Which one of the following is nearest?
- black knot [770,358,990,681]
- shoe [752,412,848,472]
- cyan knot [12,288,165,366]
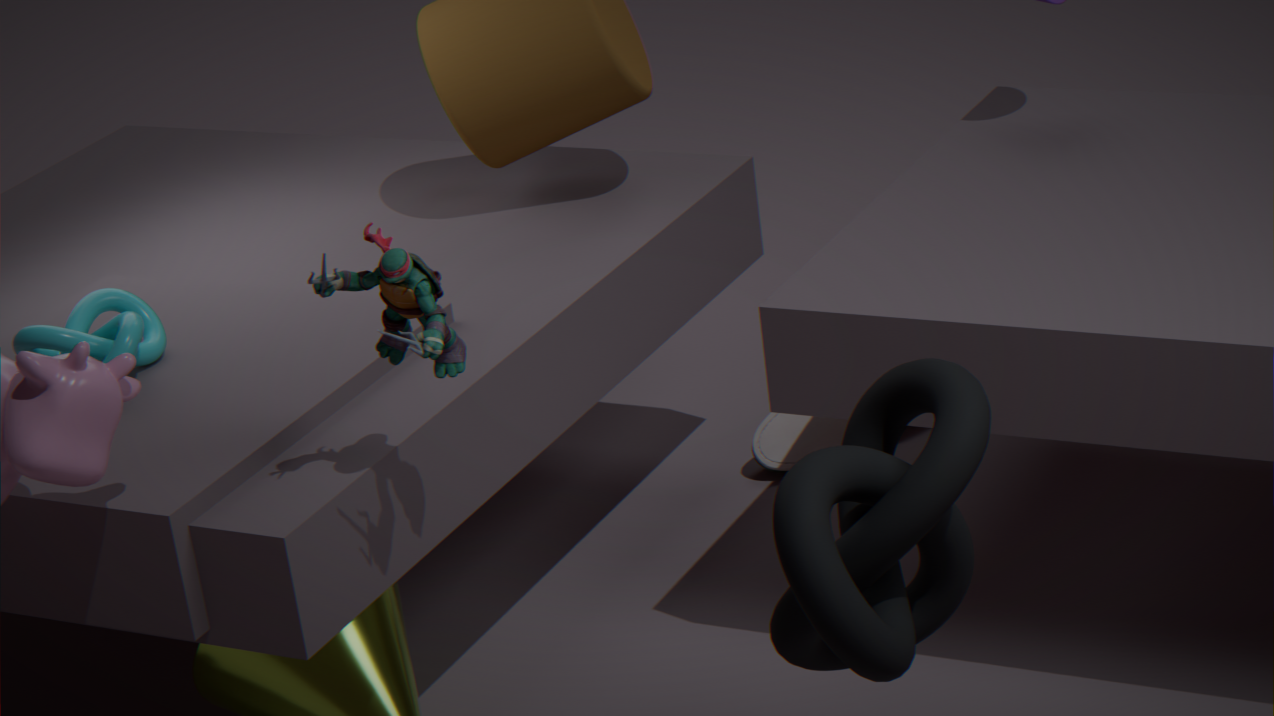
black knot [770,358,990,681]
